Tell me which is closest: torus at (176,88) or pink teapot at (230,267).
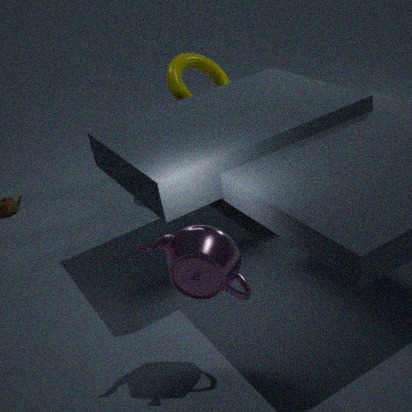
pink teapot at (230,267)
